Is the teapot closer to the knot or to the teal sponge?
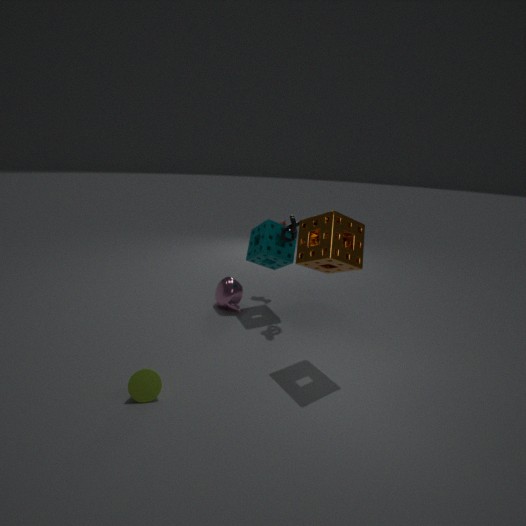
the teal sponge
